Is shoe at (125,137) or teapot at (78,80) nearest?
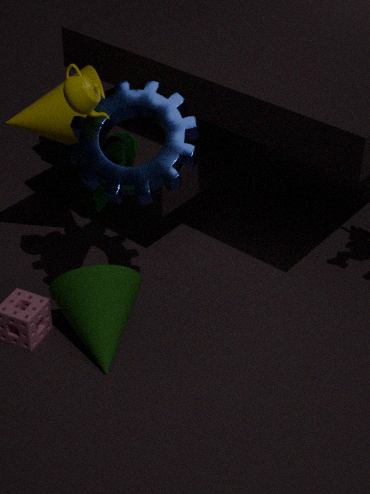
teapot at (78,80)
